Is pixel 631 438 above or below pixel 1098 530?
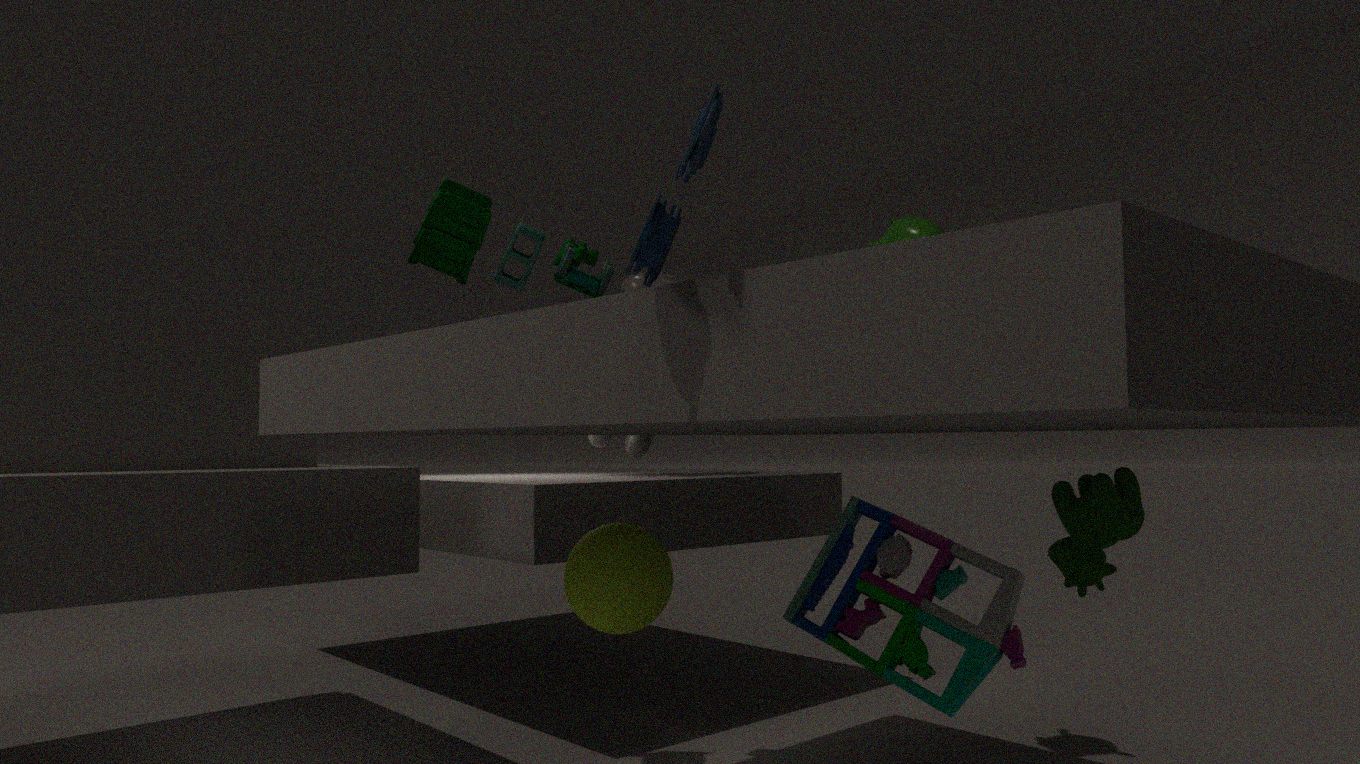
above
